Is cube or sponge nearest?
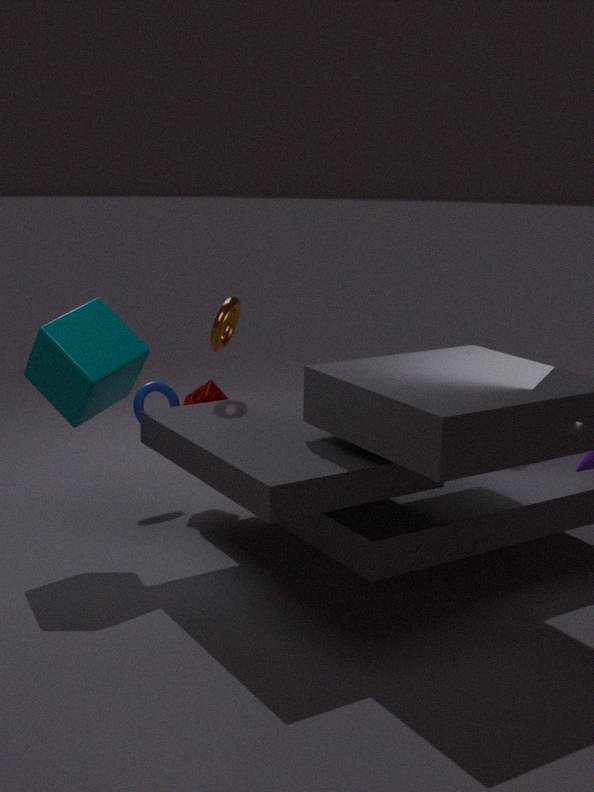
cube
